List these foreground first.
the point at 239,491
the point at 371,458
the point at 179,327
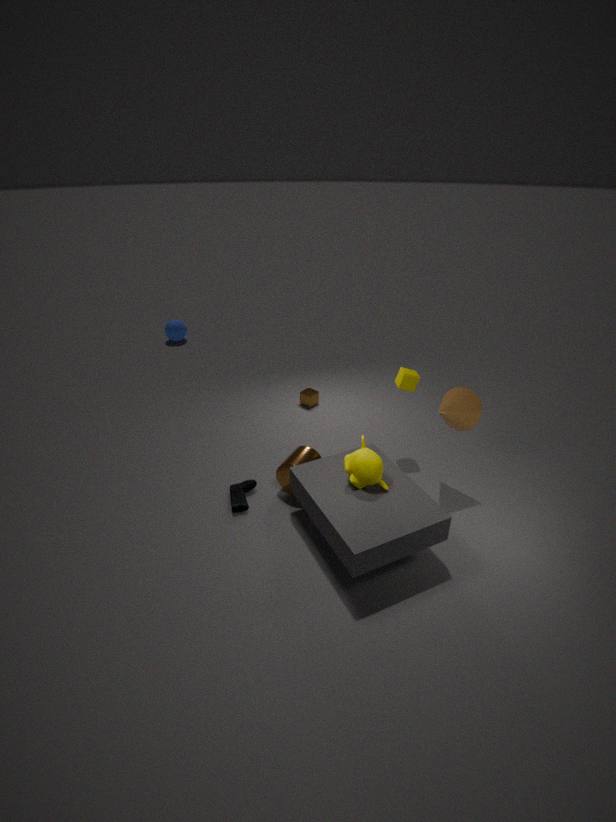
the point at 371,458
the point at 239,491
the point at 179,327
